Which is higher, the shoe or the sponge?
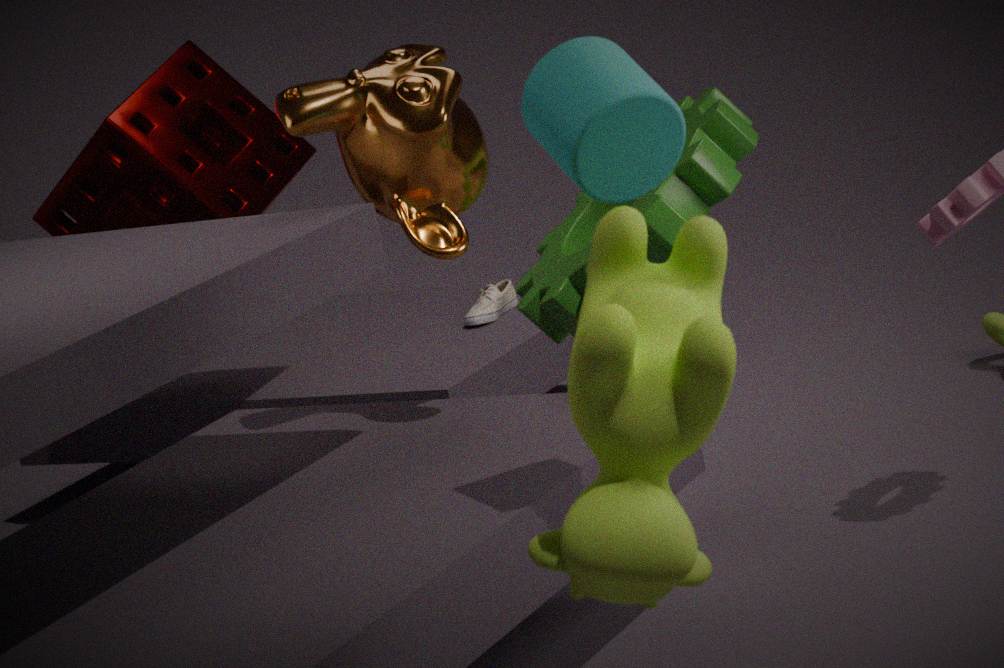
the sponge
